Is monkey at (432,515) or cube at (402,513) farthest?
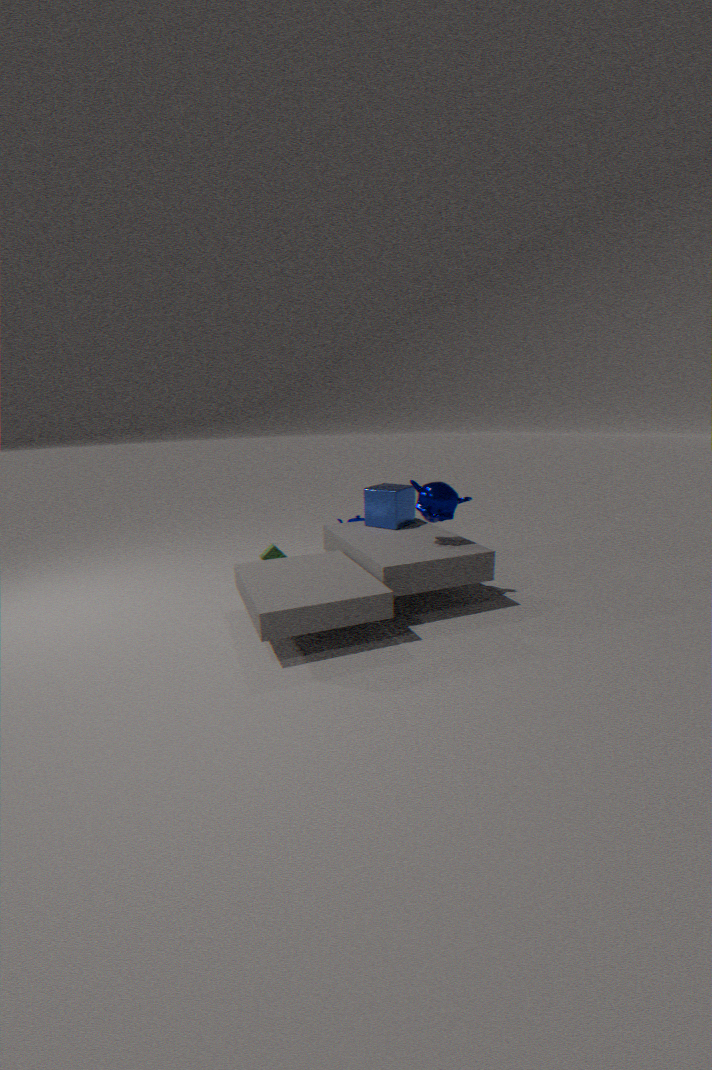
cube at (402,513)
